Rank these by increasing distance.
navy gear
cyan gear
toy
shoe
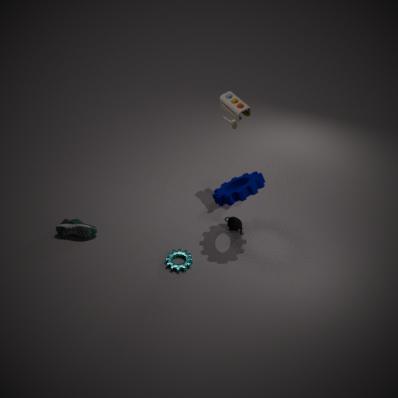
navy gear < cyan gear < shoe < toy
